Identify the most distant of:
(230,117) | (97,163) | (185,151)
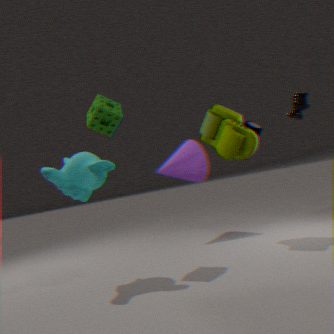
(185,151)
